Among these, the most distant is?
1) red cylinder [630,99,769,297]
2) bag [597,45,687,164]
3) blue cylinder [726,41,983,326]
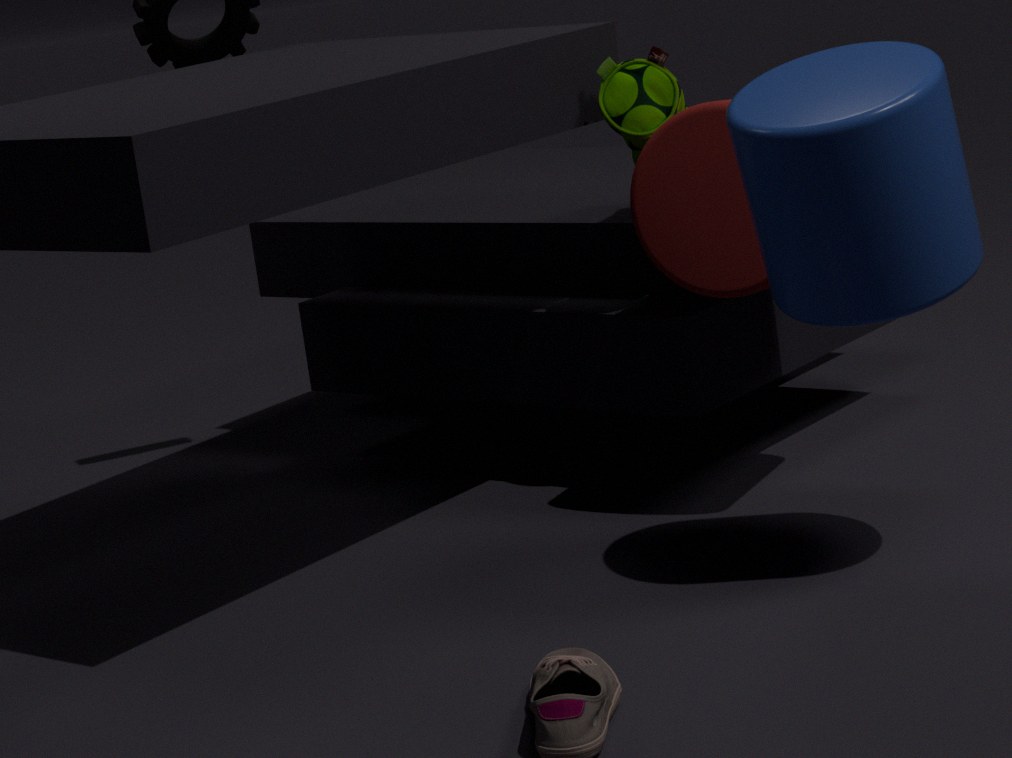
2. bag [597,45,687,164]
